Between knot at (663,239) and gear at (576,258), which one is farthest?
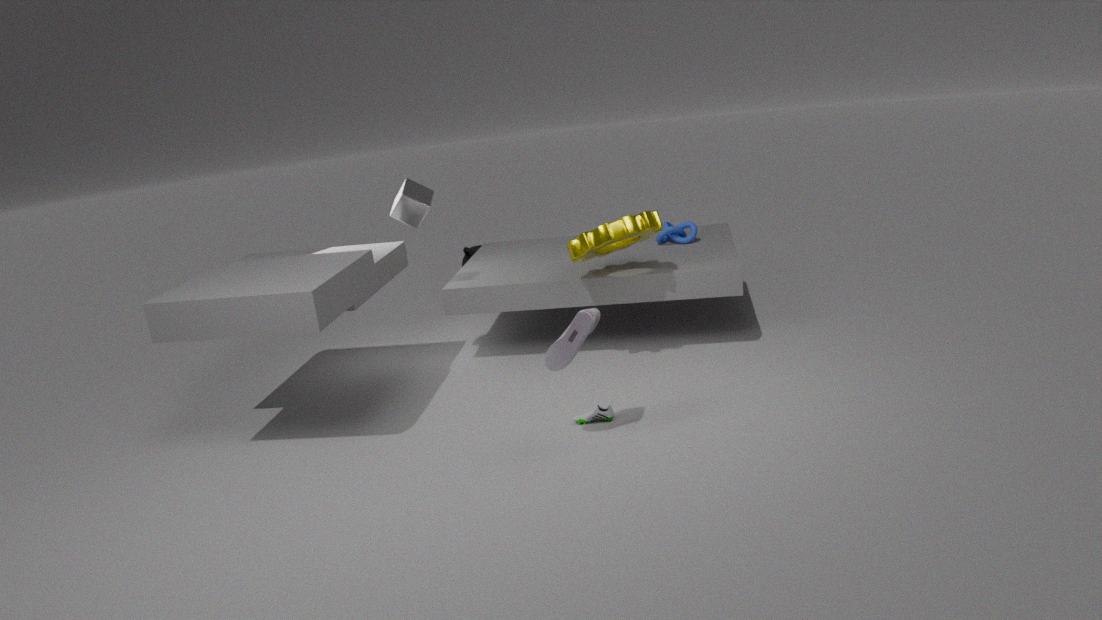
knot at (663,239)
